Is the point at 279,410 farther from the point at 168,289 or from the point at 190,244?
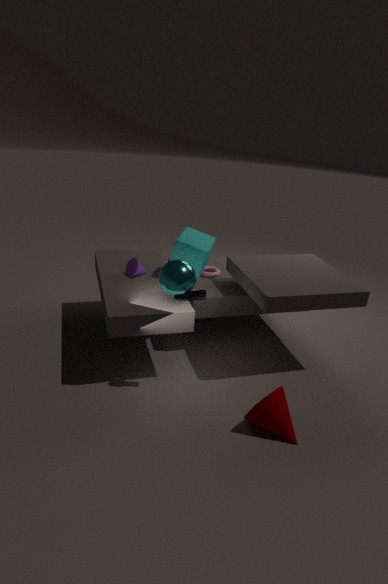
the point at 190,244
